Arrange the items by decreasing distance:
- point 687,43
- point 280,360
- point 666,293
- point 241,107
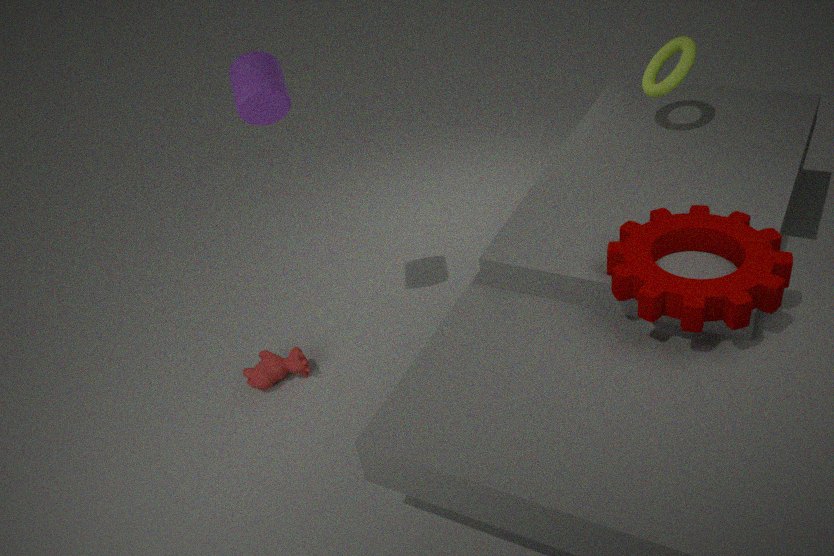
point 280,360 → point 687,43 → point 241,107 → point 666,293
